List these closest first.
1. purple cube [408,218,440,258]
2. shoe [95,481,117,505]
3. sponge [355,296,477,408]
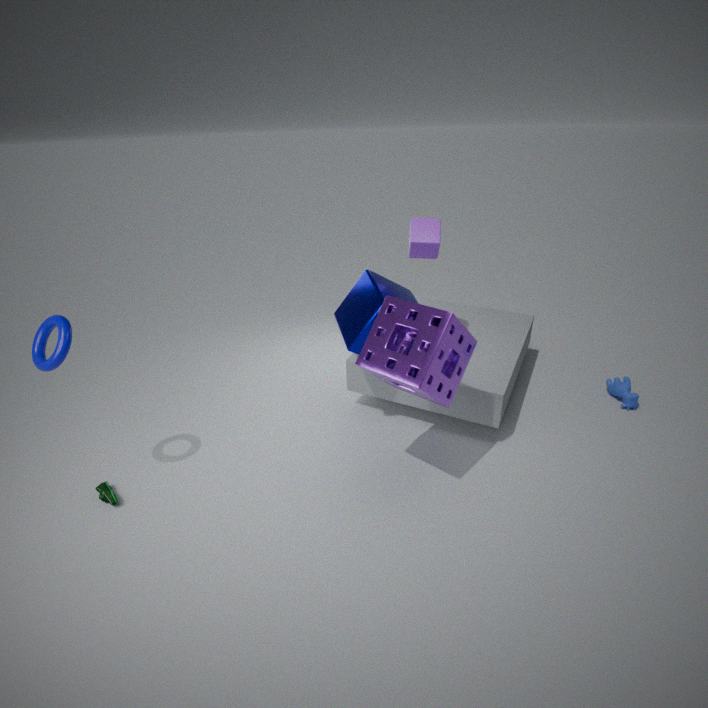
sponge [355,296,477,408], shoe [95,481,117,505], purple cube [408,218,440,258]
